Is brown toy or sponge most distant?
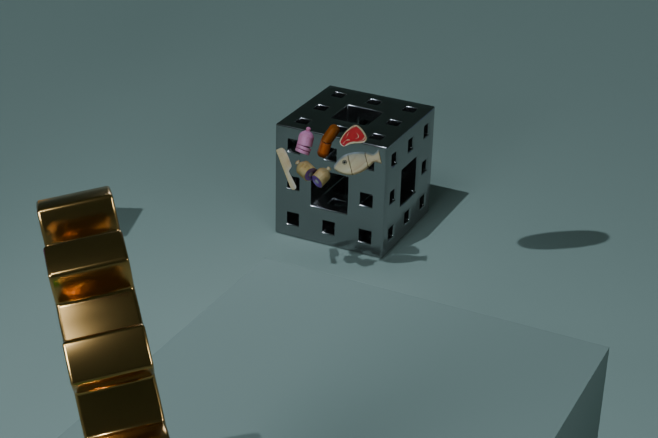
sponge
